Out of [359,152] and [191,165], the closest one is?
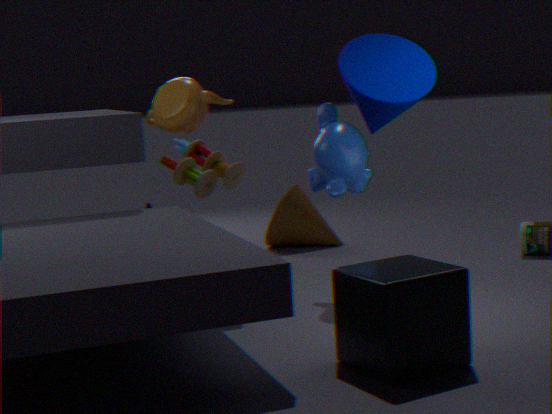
[359,152]
